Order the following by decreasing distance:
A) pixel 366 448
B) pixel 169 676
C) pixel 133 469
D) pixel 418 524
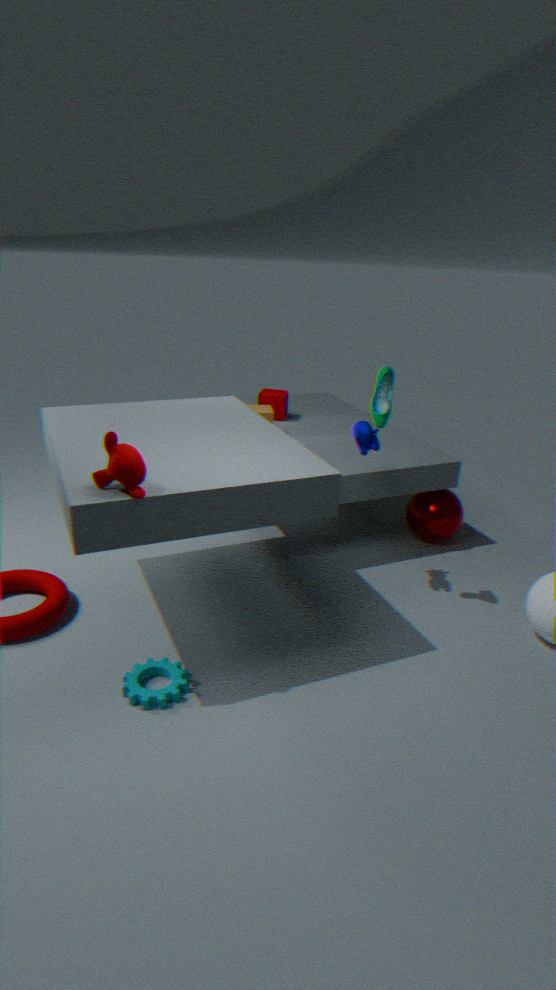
pixel 418 524, pixel 366 448, pixel 169 676, pixel 133 469
